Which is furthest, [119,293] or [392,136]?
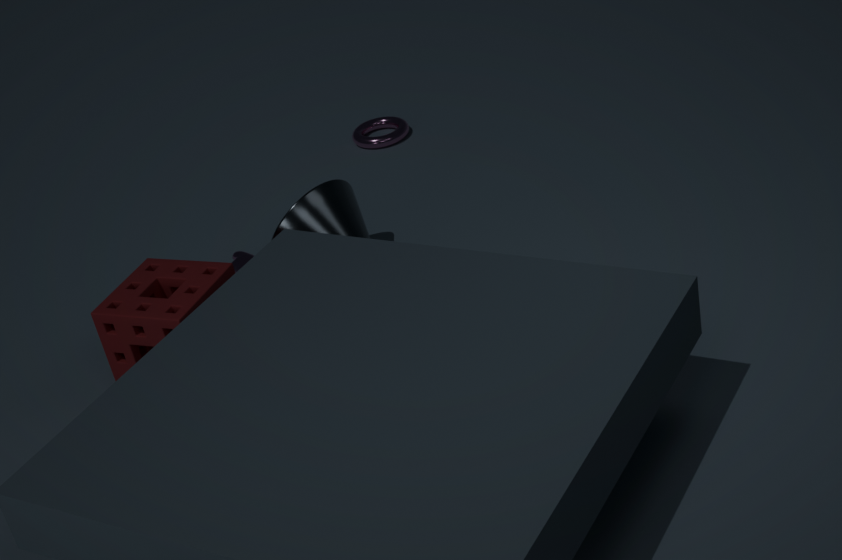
[392,136]
